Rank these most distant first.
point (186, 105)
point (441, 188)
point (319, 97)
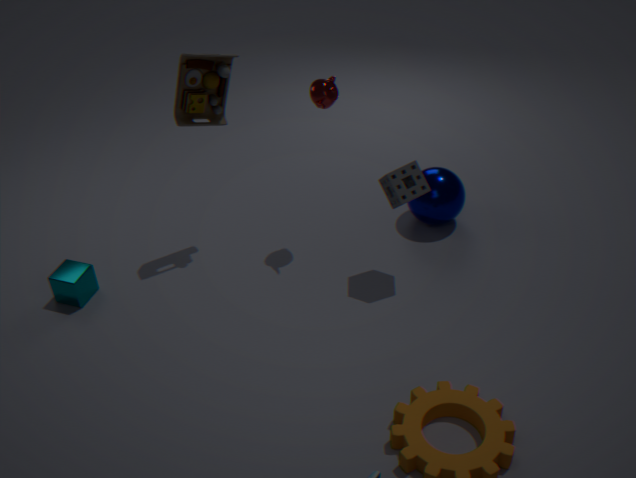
1. point (441, 188)
2. point (186, 105)
3. point (319, 97)
